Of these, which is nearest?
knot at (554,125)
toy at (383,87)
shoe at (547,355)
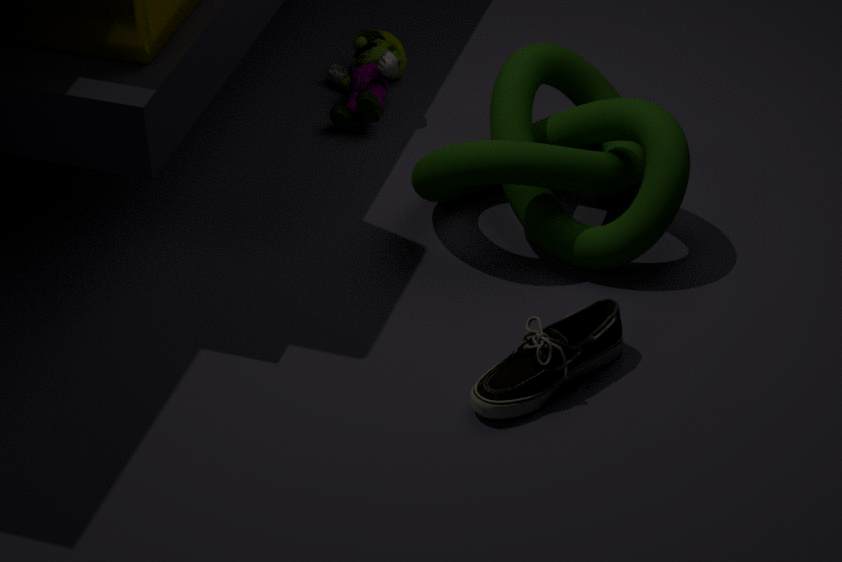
shoe at (547,355)
